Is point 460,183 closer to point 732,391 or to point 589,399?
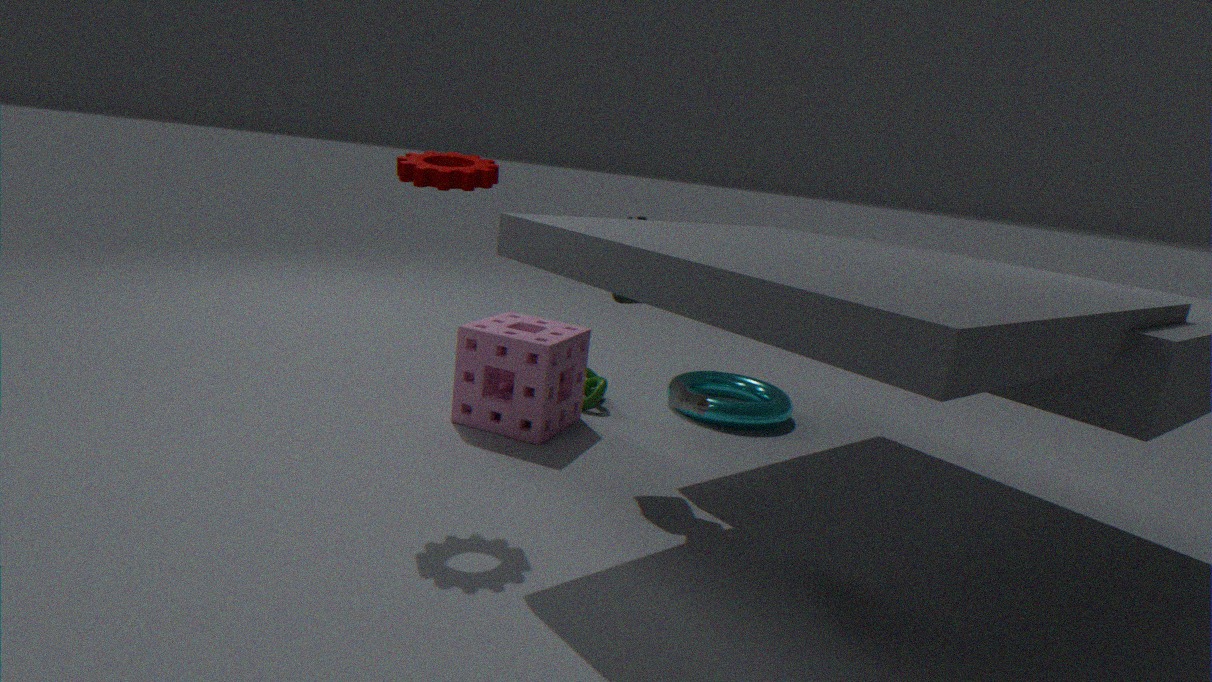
point 589,399
